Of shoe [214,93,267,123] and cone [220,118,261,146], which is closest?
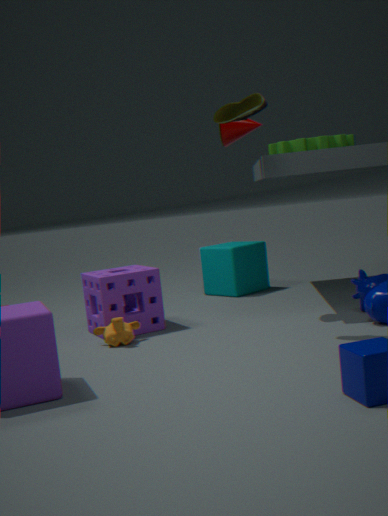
shoe [214,93,267,123]
